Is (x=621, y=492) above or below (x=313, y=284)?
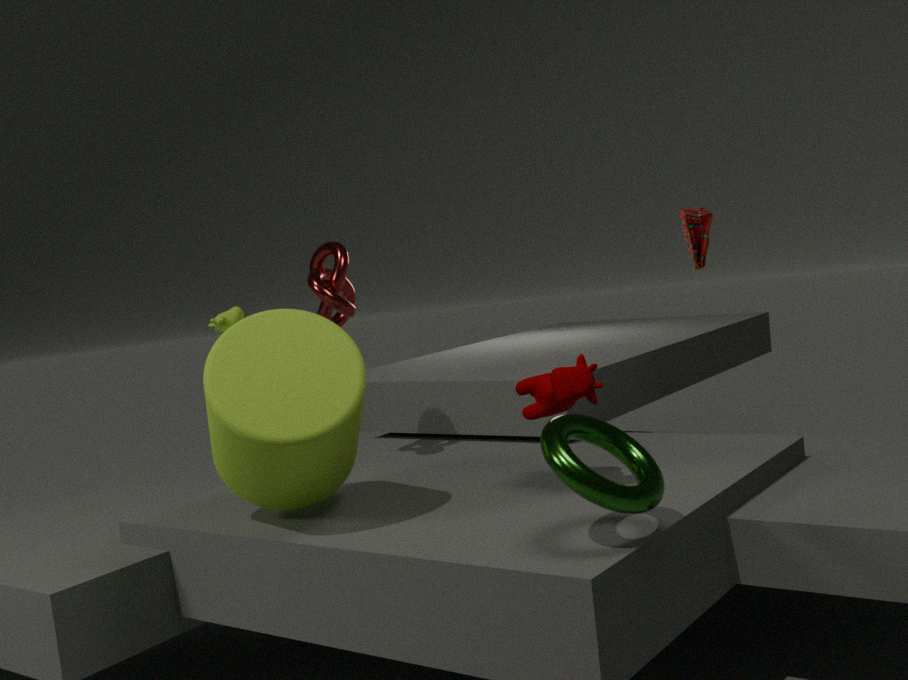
below
